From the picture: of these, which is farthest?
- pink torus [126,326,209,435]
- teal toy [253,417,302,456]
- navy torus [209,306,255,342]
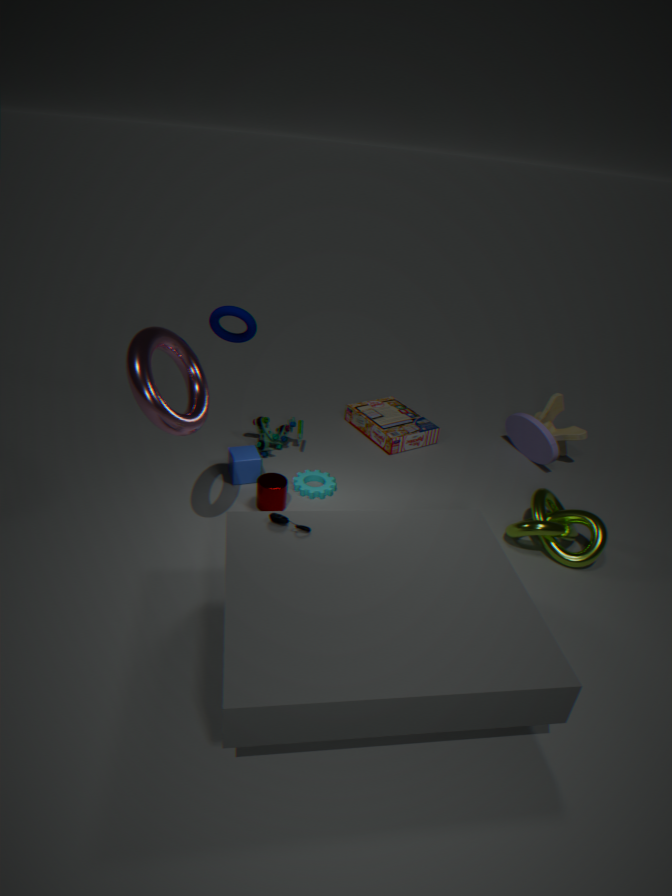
teal toy [253,417,302,456]
